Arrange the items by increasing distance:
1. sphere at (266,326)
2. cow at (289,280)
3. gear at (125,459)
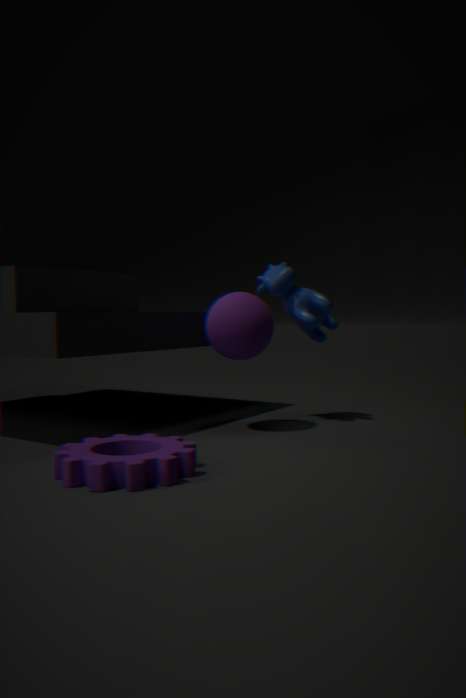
gear at (125,459) < sphere at (266,326) < cow at (289,280)
